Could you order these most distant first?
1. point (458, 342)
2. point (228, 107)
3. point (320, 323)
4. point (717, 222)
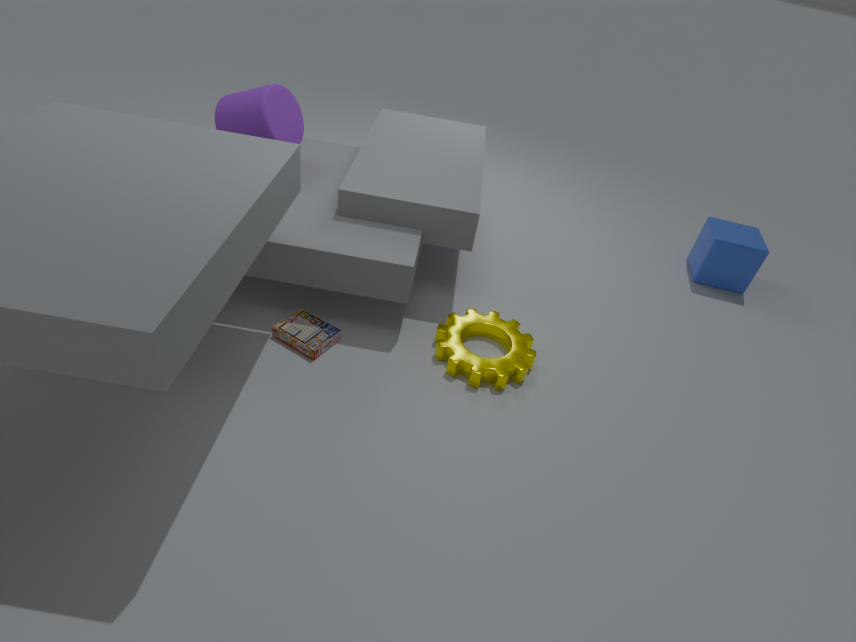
point (717, 222)
point (228, 107)
point (320, 323)
point (458, 342)
